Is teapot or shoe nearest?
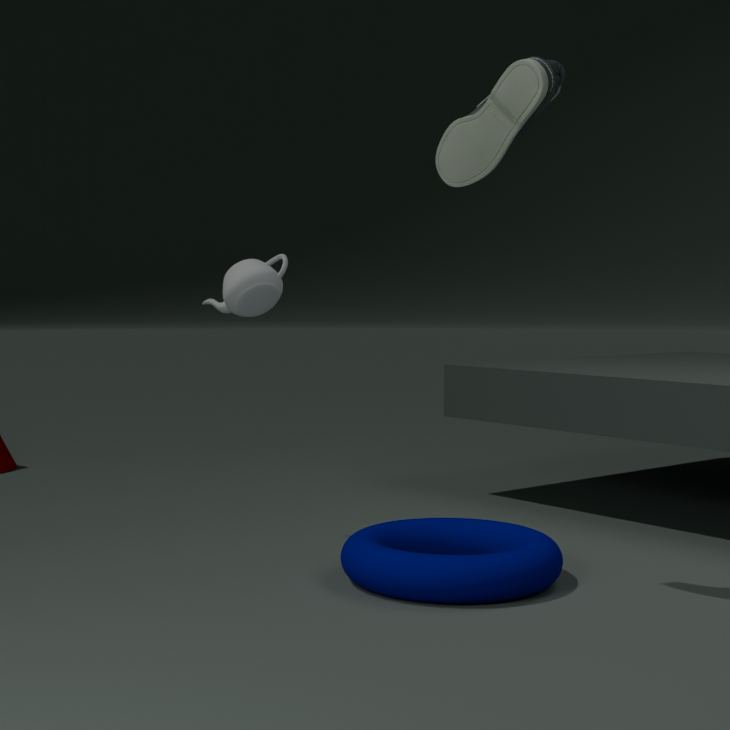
shoe
